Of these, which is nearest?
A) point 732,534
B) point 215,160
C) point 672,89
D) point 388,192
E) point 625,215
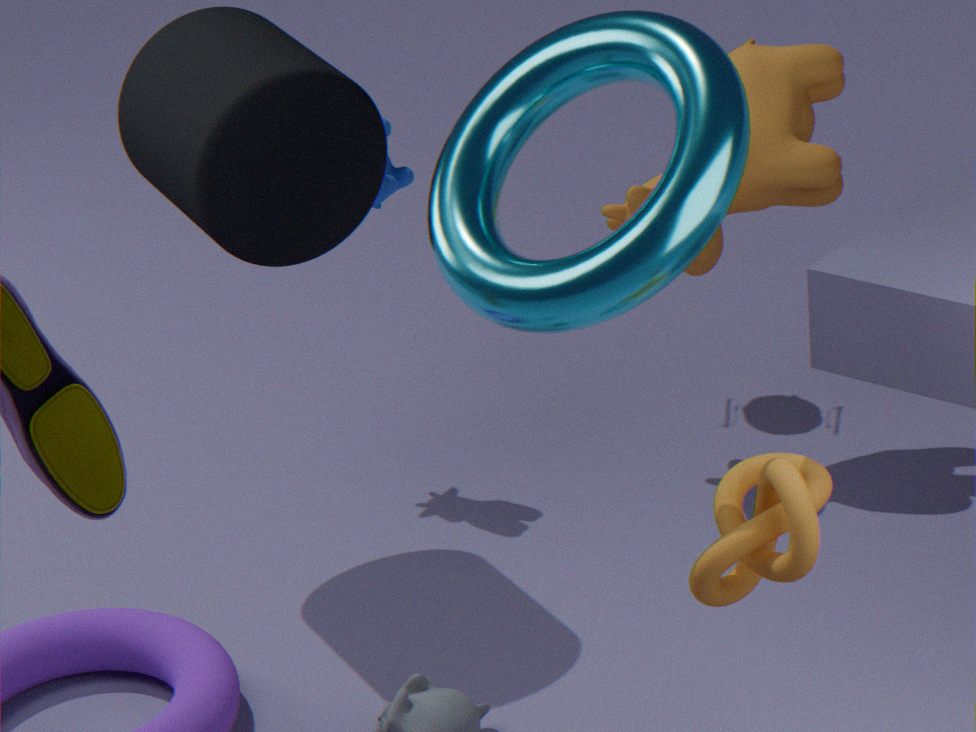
point 732,534
